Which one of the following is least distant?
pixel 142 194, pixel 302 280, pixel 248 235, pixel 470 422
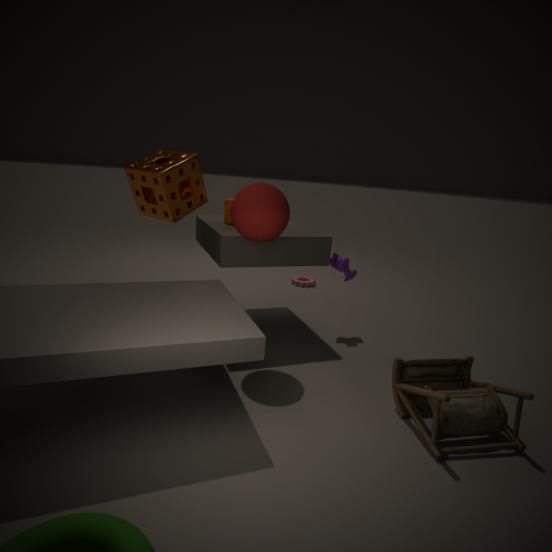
pixel 470 422
